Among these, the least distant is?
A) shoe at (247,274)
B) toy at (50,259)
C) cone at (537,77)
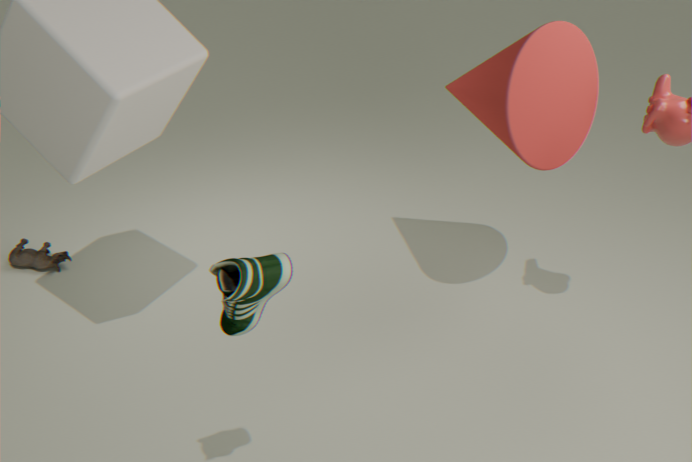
shoe at (247,274)
